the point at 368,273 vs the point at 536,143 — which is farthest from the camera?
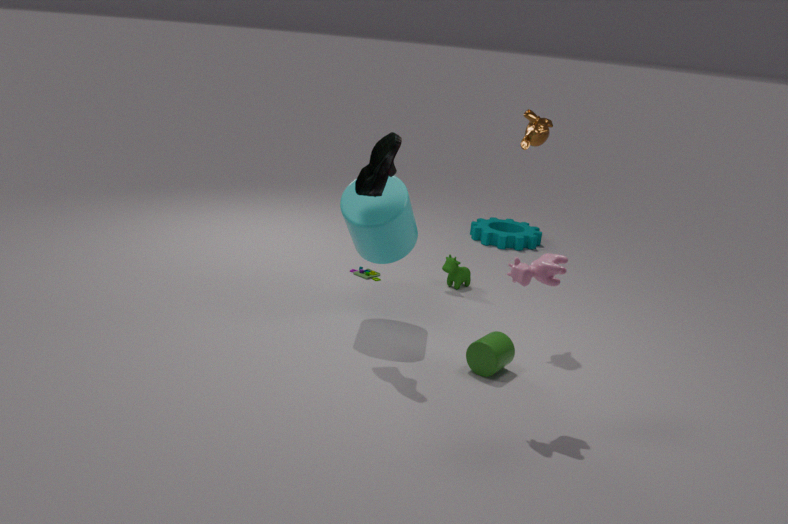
the point at 368,273
